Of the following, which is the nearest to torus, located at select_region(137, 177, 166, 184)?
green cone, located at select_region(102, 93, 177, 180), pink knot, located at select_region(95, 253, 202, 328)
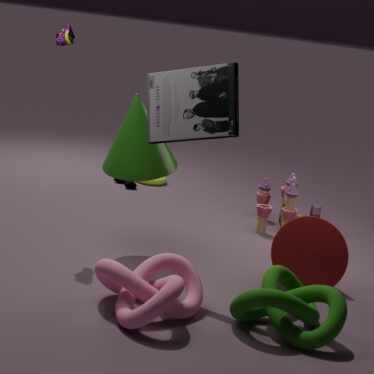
green cone, located at select_region(102, 93, 177, 180)
